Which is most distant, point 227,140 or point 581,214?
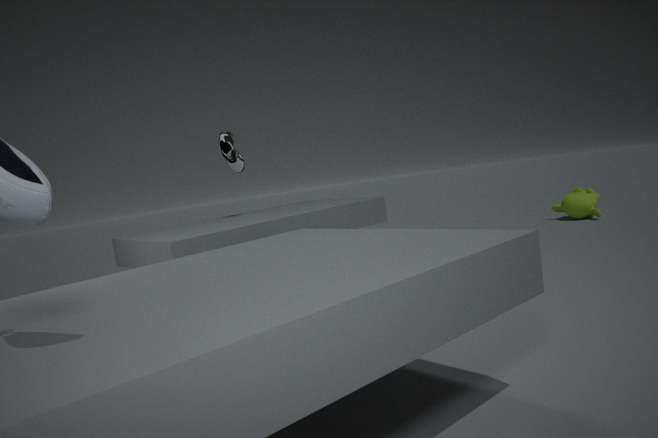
point 581,214
